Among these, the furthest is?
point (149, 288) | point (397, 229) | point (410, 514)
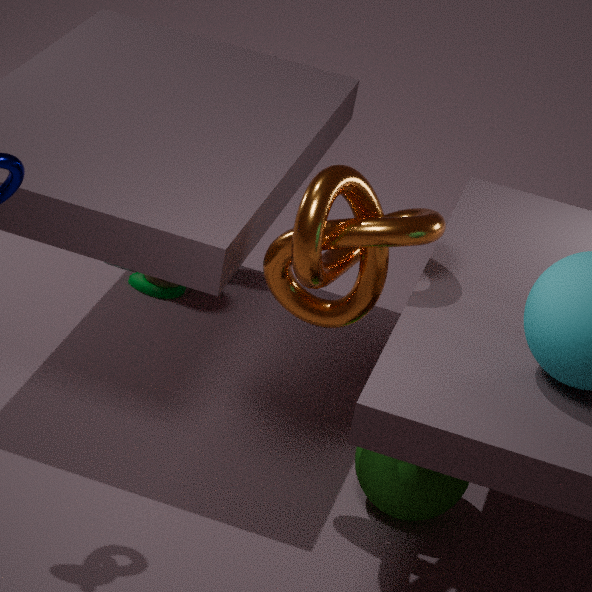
point (149, 288)
